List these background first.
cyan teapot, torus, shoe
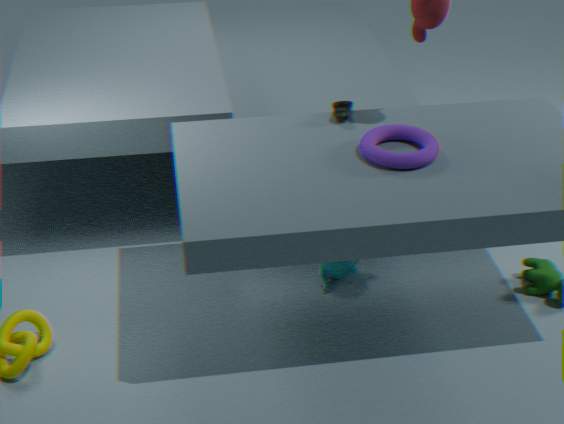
cyan teapot
shoe
torus
